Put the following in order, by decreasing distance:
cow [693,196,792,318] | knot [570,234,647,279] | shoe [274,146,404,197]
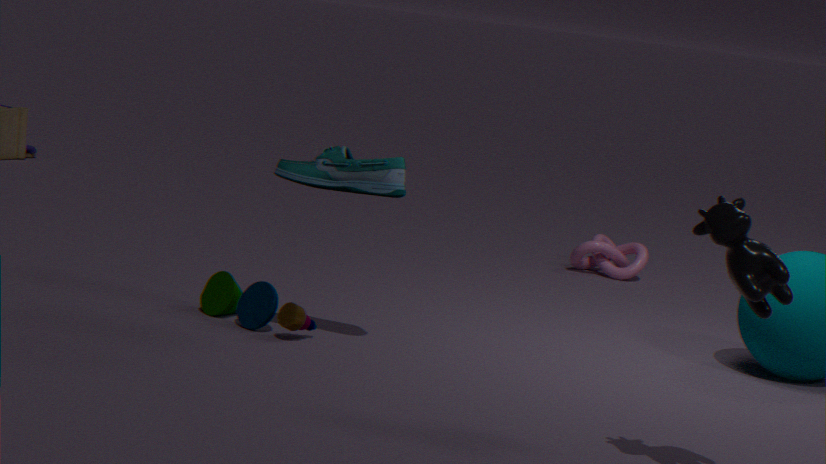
knot [570,234,647,279] < shoe [274,146,404,197] < cow [693,196,792,318]
